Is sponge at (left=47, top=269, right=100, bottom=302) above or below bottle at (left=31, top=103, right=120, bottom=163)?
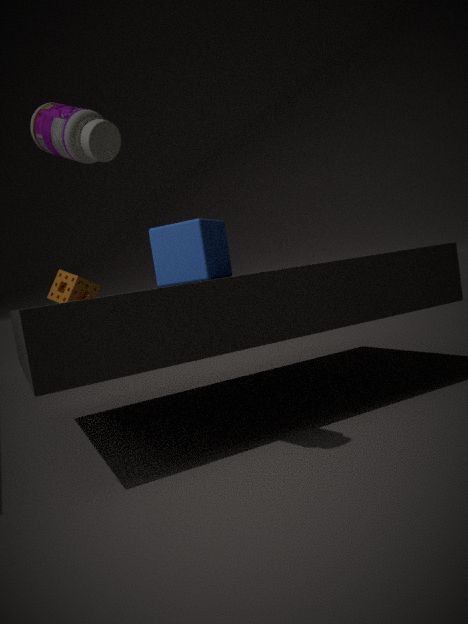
below
